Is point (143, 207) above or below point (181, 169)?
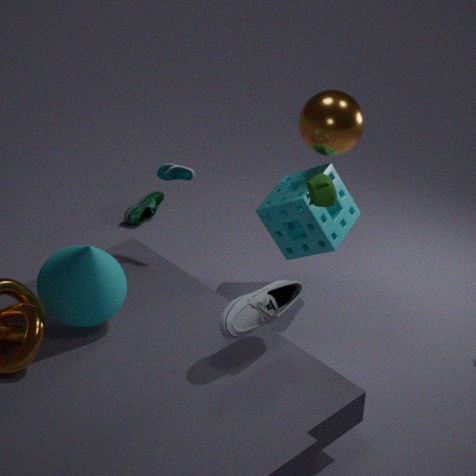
below
